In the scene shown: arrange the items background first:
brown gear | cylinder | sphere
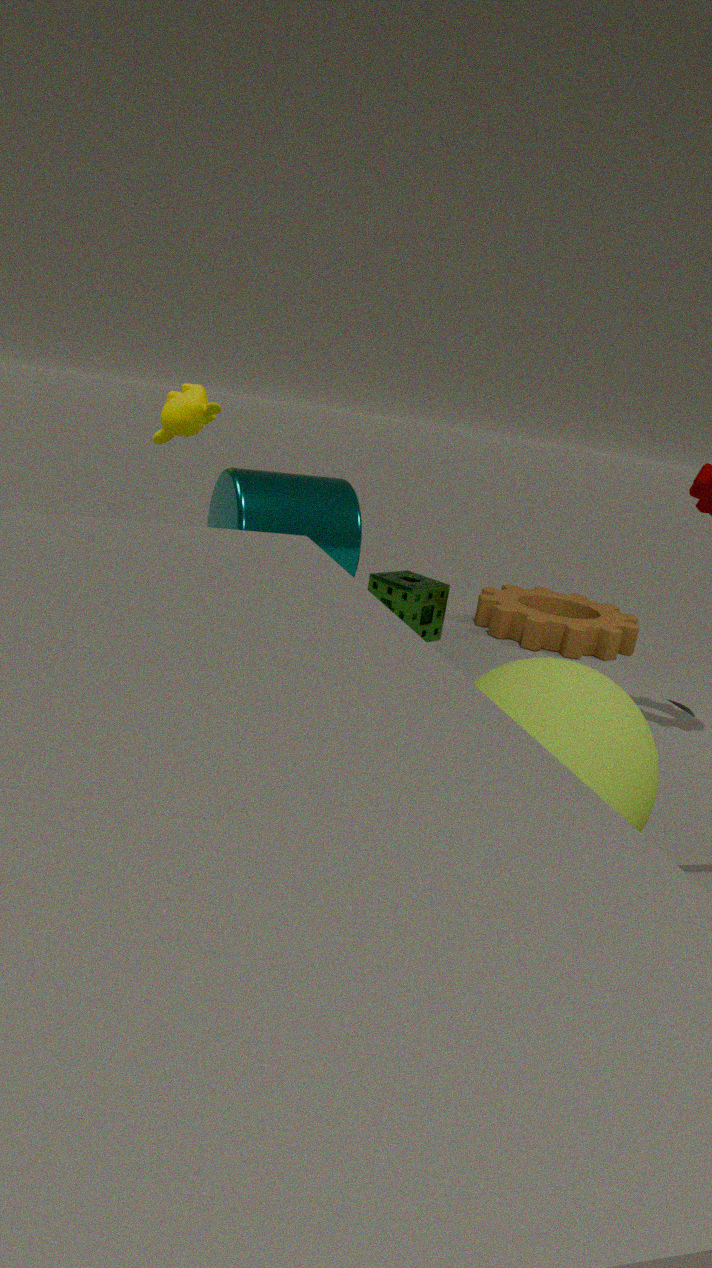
1. brown gear
2. cylinder
3. sphere
